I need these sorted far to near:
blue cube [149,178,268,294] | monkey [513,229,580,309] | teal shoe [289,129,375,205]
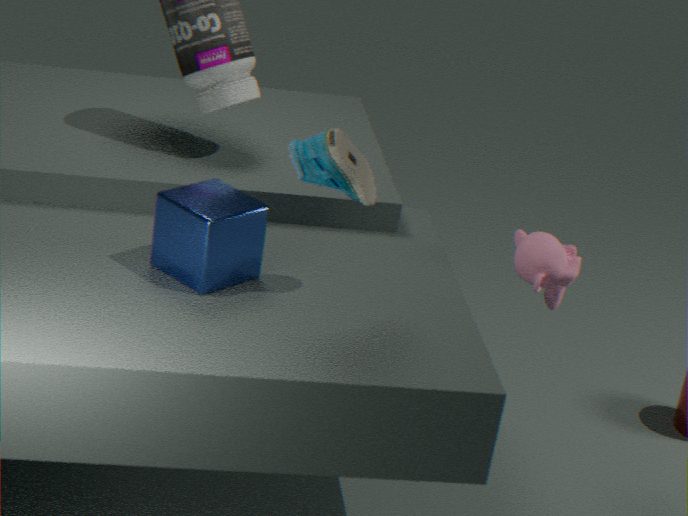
monkey [513,229,580,309] → blue cube [149,178,268,294] → teal shoe [289,129,375,205]
